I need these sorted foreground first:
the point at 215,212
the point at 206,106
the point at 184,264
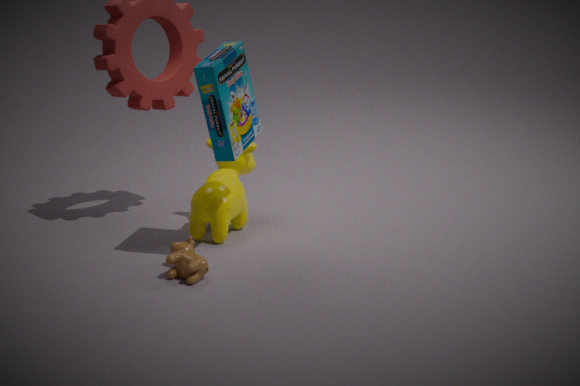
1. the point at 206,106
2. the point at 184,264
3. the point at 215,212
